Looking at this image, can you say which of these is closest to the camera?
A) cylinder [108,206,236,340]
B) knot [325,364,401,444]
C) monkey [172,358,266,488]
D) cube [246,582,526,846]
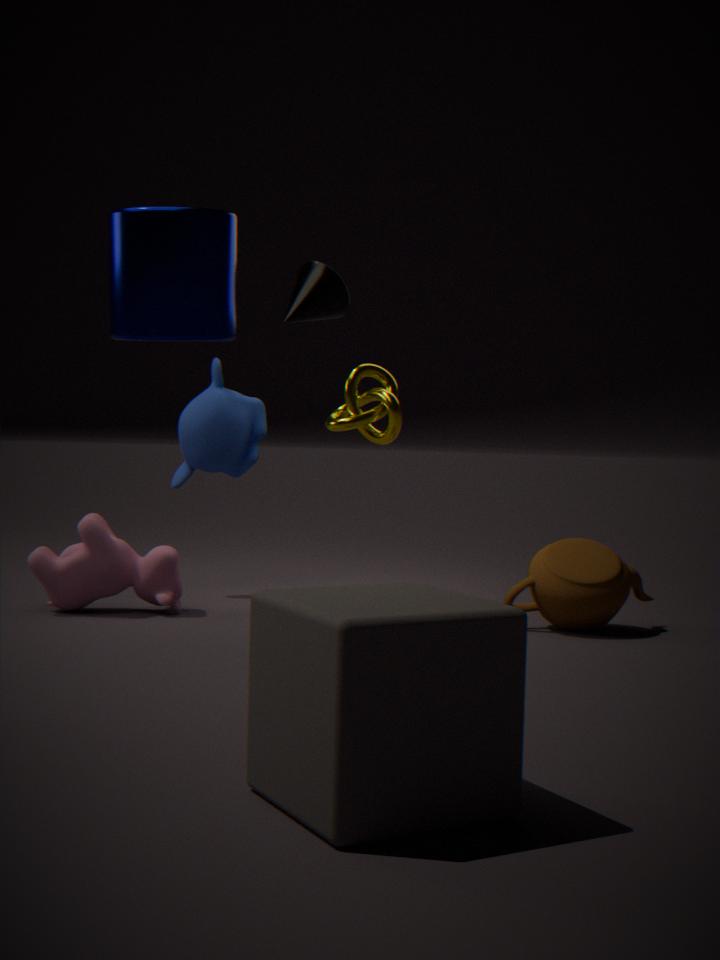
cube [246,582,526,846]
